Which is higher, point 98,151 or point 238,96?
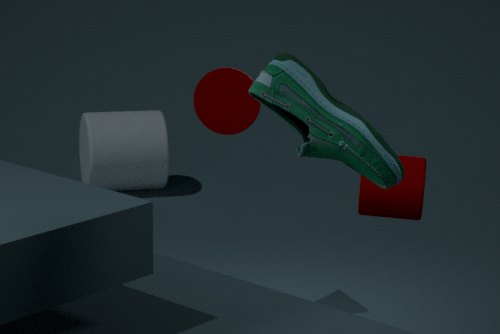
point 238,96
